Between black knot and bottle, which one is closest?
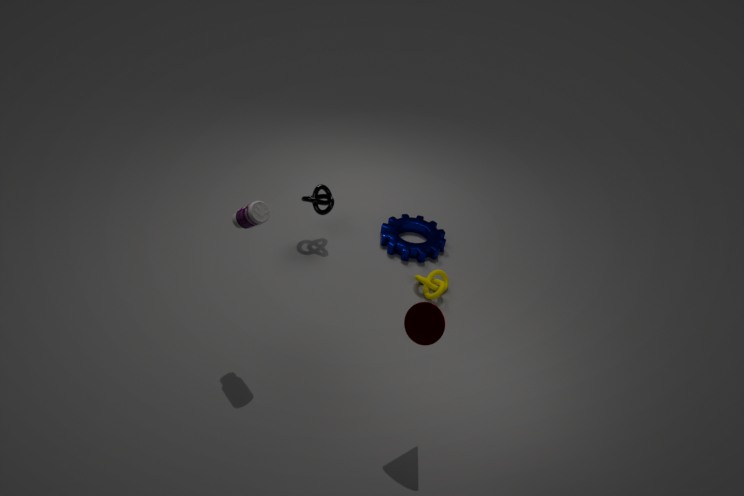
bottle
